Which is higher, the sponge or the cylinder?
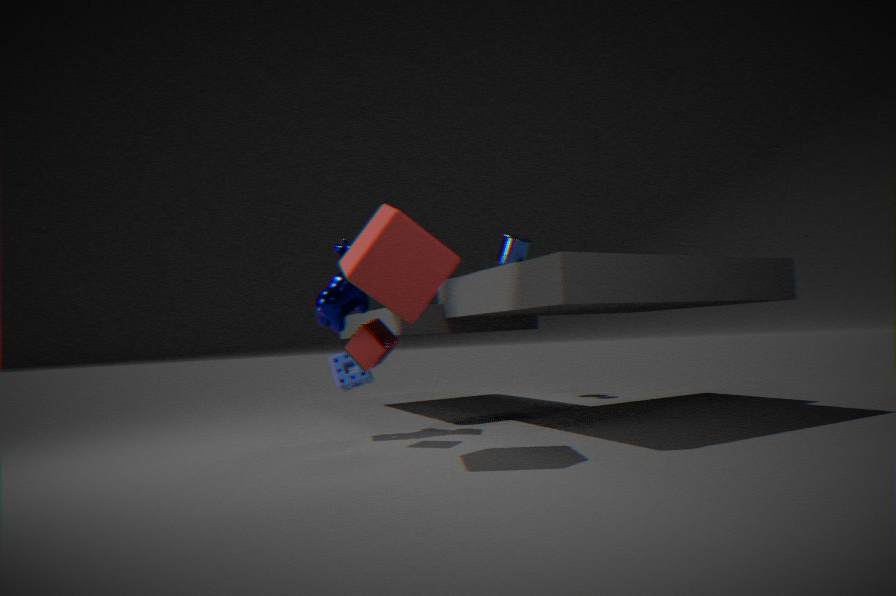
the cylinder
